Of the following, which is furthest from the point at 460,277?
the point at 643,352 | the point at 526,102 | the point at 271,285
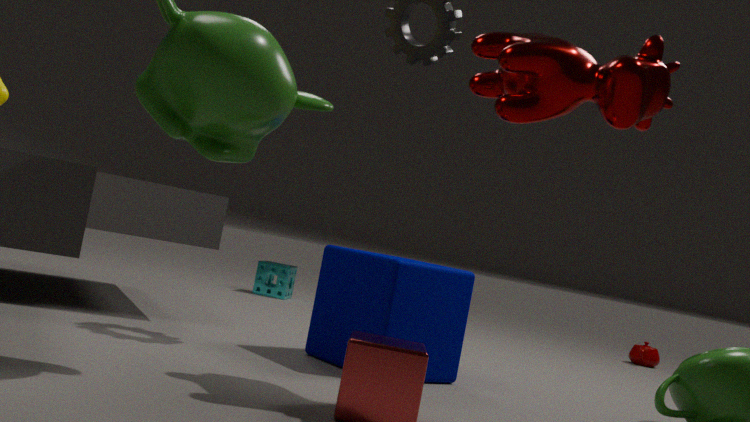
the point at 643,352
